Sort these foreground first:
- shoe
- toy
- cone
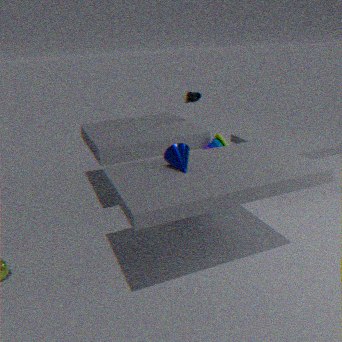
cone
toy
shoe
